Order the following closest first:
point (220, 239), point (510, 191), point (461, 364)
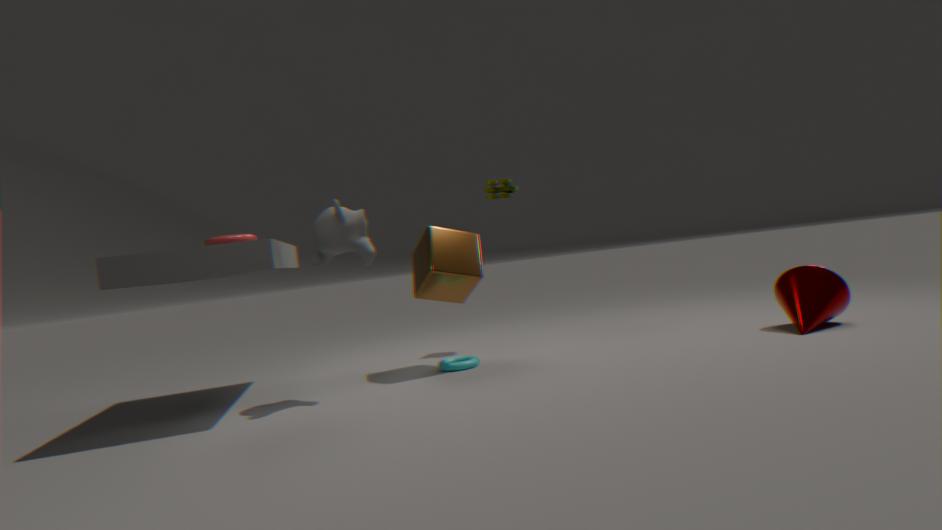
point (220, 239) < point (461, 364) < point (510, 191)
